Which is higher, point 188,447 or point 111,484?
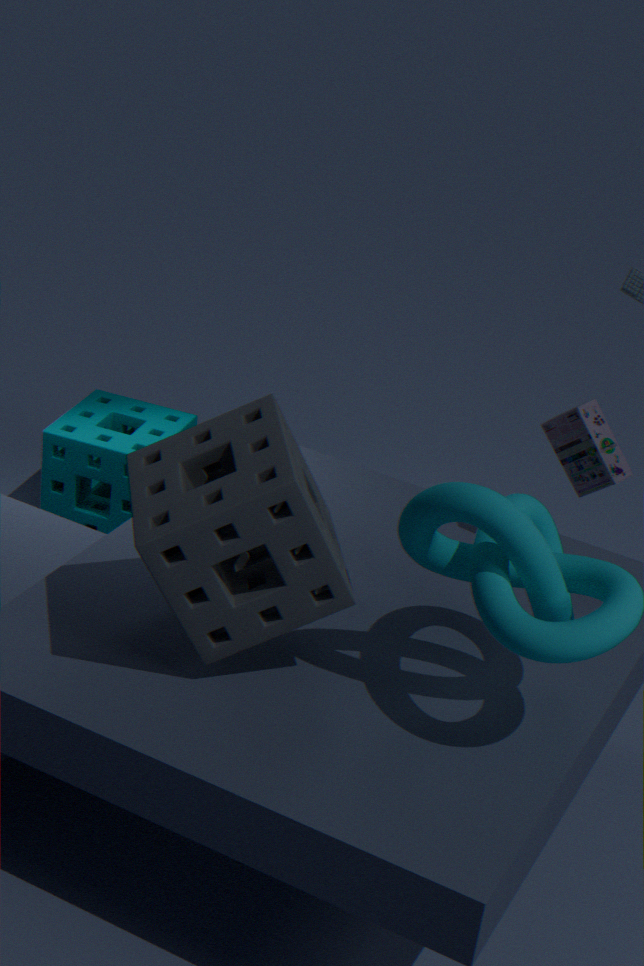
point 188,447
